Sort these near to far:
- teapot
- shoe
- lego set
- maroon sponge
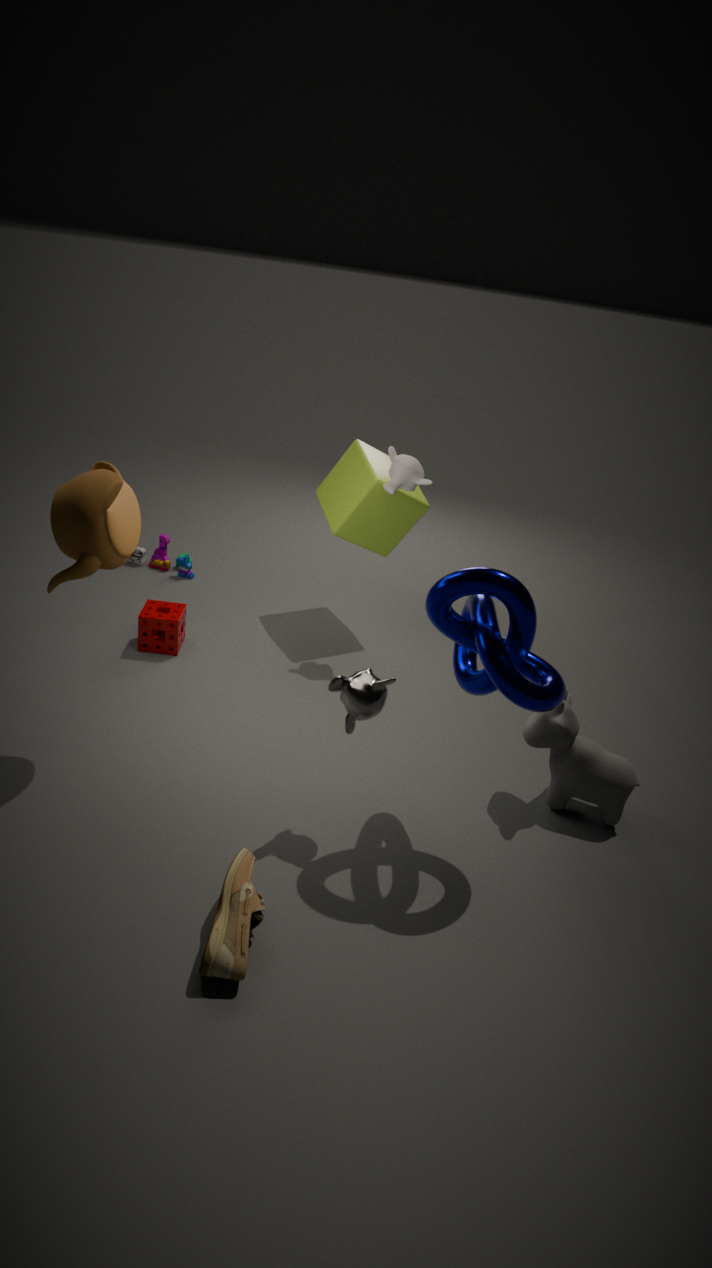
shoe, teapot, maroon sponge, lego set
